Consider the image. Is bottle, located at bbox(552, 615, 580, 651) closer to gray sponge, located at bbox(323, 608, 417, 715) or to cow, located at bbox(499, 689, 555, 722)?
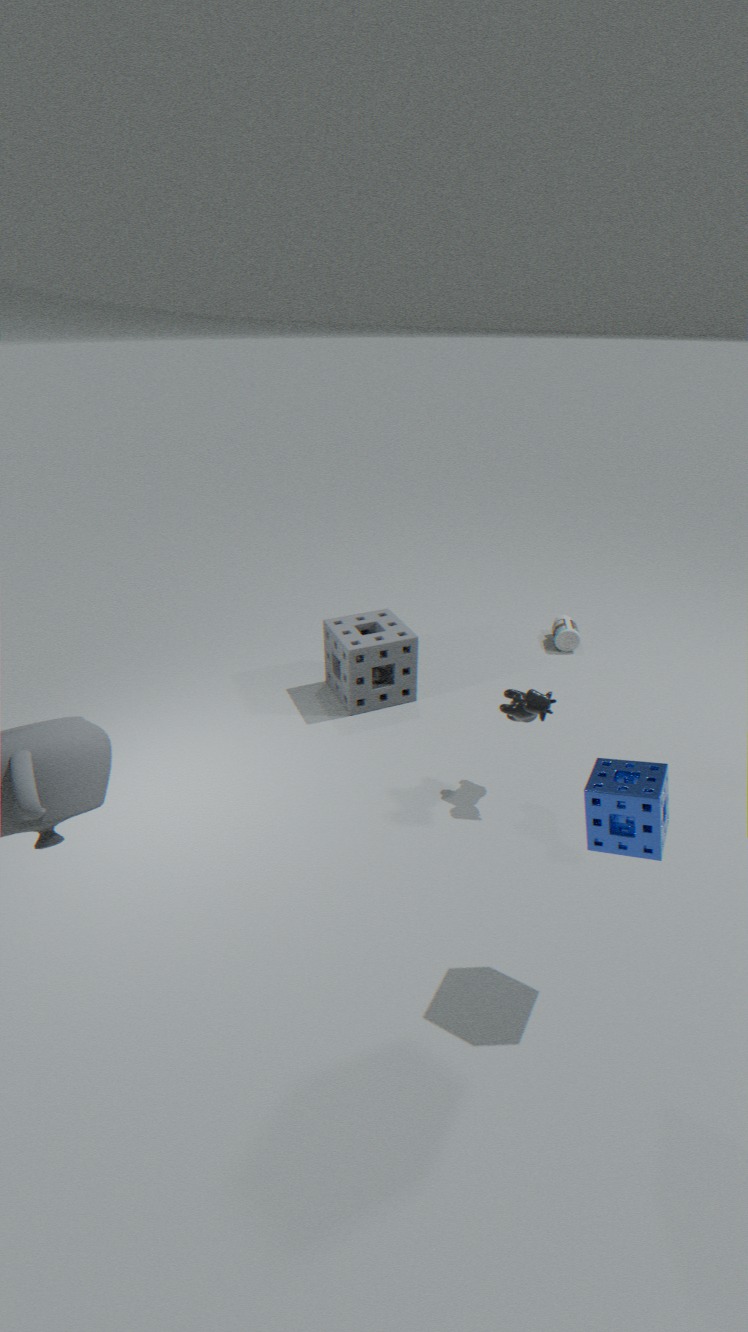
gray sponge, located at bbox(323, 608, 417, 715)
